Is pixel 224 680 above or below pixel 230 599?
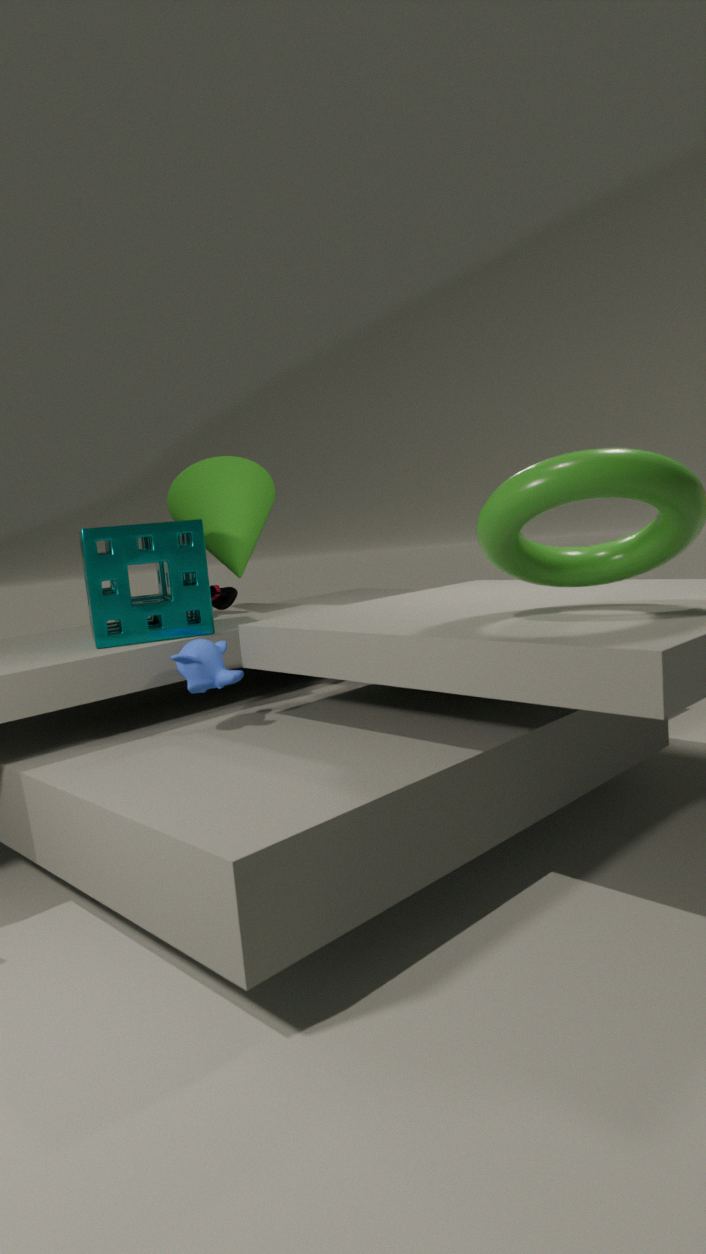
below
